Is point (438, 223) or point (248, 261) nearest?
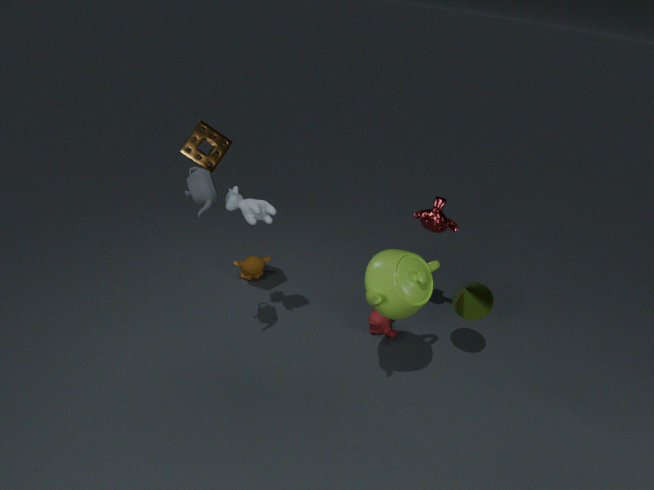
point (438, 223)
